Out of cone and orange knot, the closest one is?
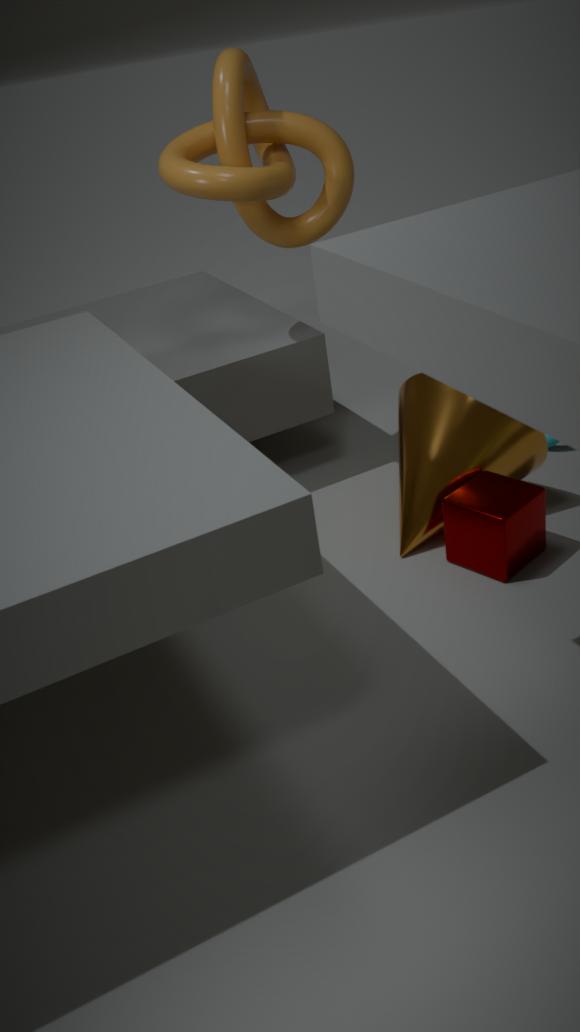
cone
